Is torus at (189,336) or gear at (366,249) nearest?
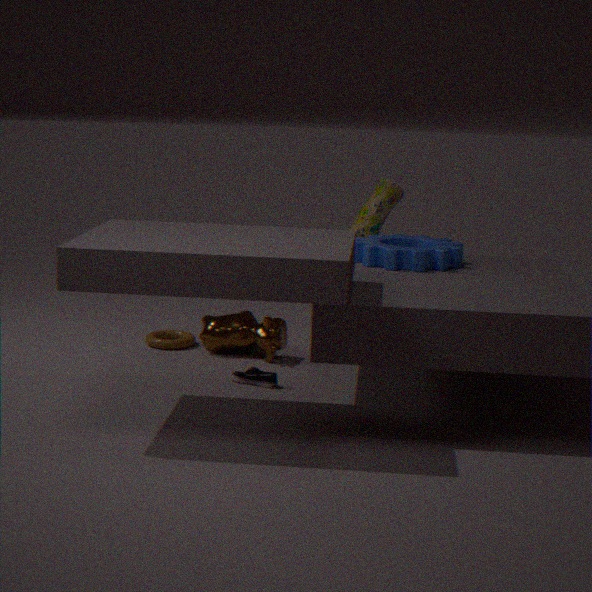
gear at (366,249)
